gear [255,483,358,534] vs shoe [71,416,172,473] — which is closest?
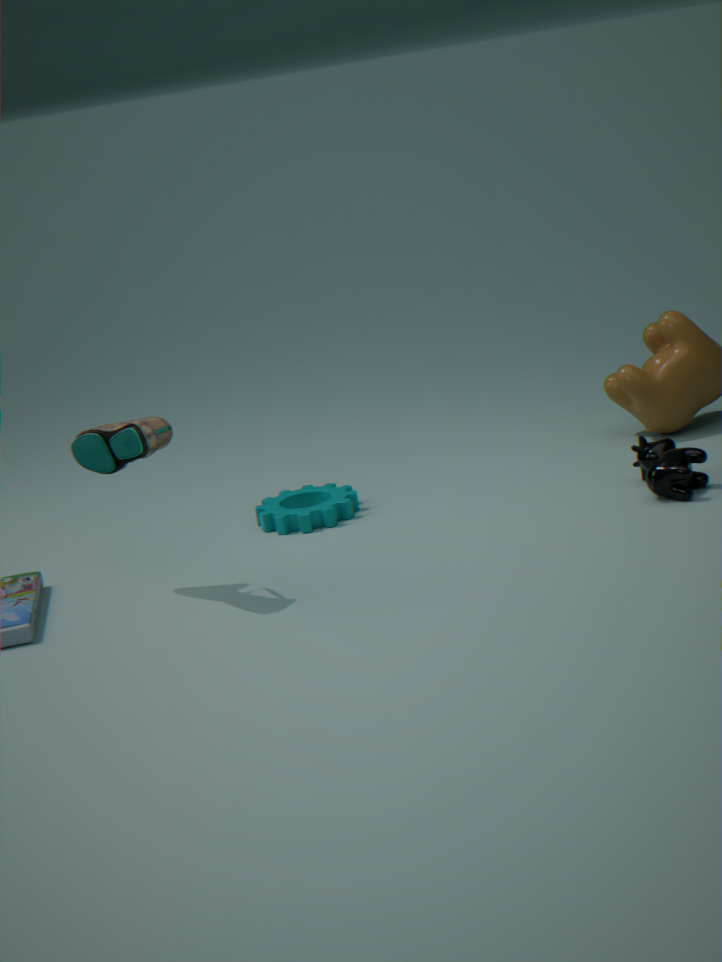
shoe [71,416,172,473]
